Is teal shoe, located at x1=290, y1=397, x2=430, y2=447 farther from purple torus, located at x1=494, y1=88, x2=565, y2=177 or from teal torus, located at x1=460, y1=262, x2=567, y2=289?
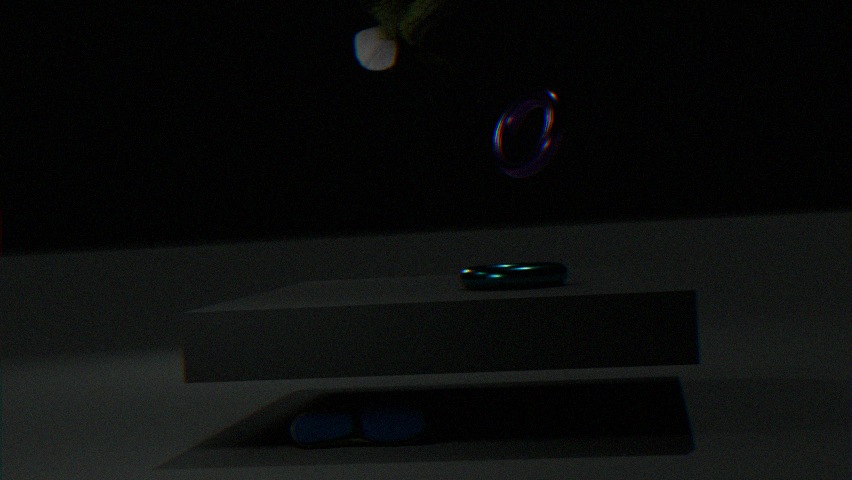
purple torus, located at x1=494, y1=88, x2=565, y2=177
